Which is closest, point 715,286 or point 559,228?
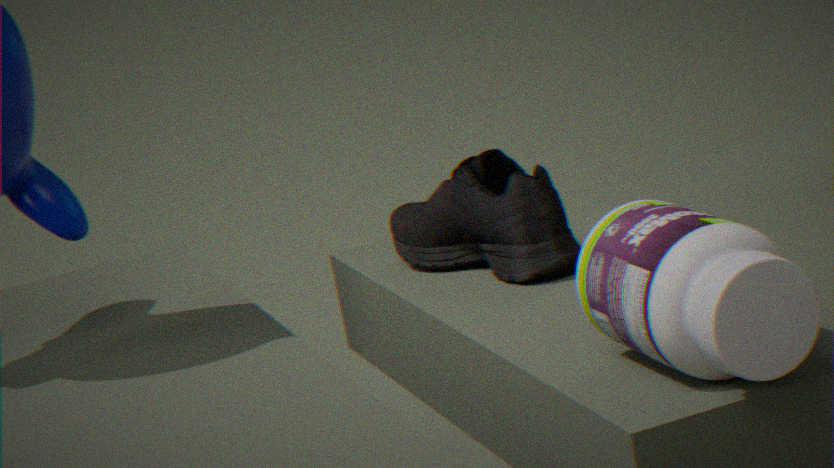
point 715,286
